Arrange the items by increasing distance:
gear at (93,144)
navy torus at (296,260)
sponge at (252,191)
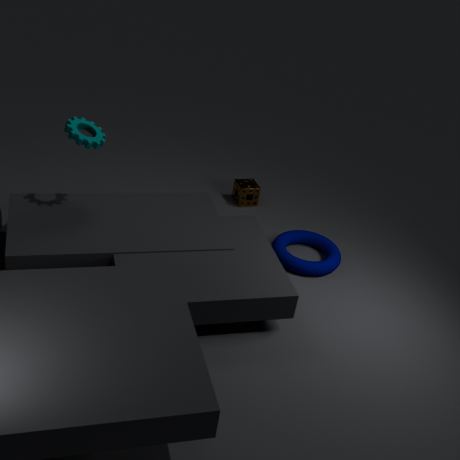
gear at (93,144) → navy torus at (296,260) → sponge at (252,191)
